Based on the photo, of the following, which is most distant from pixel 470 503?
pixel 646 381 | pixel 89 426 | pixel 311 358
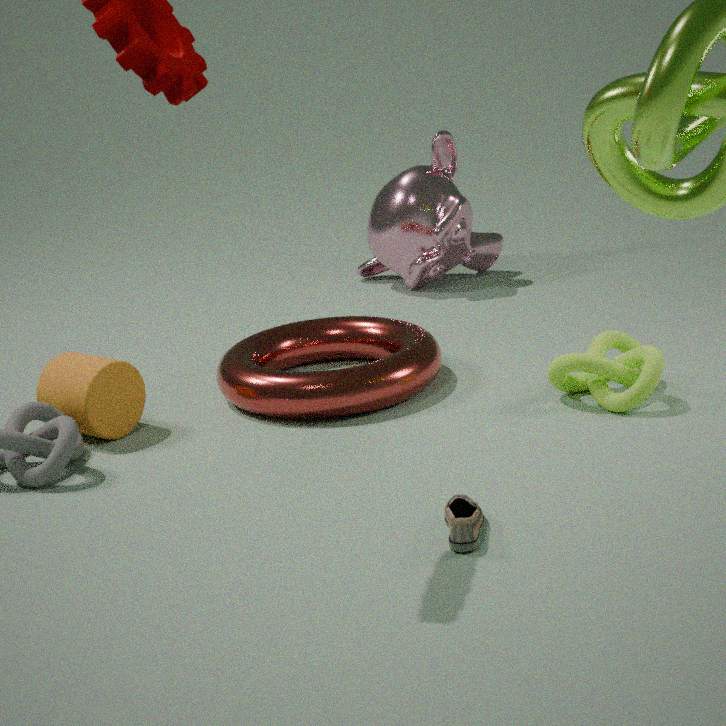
pixel 89 426
